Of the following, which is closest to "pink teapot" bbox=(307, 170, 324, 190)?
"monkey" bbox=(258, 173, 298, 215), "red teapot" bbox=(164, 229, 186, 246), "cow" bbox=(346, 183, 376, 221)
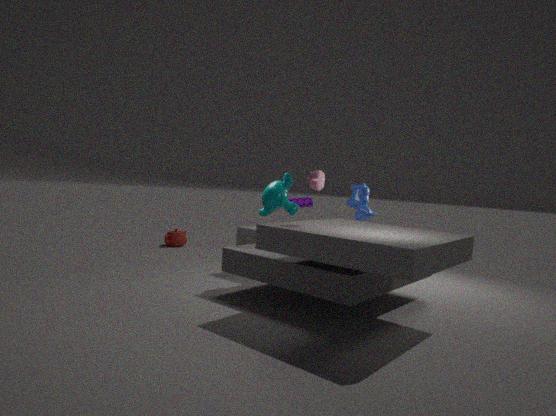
"monkey" bbox=(258, 173, 298, 215)
